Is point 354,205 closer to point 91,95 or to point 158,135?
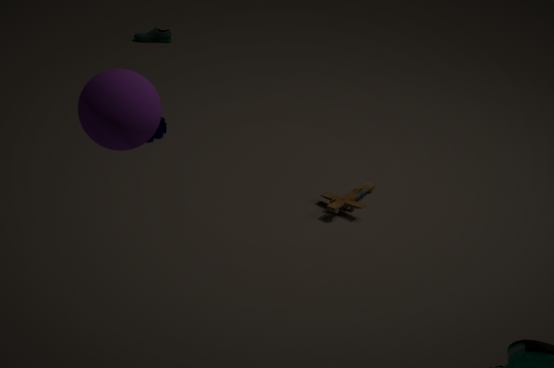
point 158,135
